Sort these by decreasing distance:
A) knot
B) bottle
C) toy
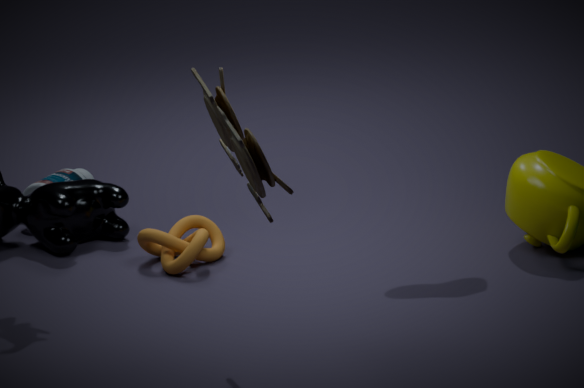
bottle < knot < toy
